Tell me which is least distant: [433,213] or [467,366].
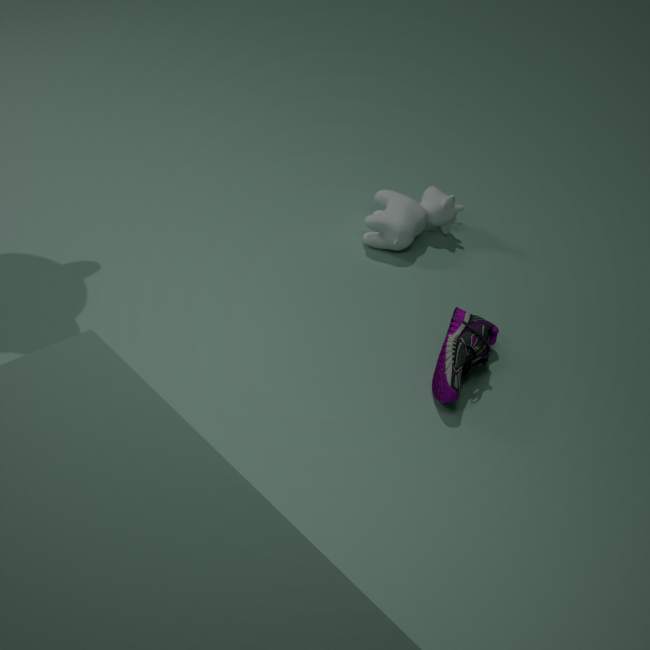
[467,366]
